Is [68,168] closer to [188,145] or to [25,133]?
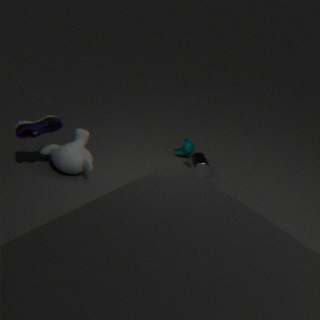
[25,133]
